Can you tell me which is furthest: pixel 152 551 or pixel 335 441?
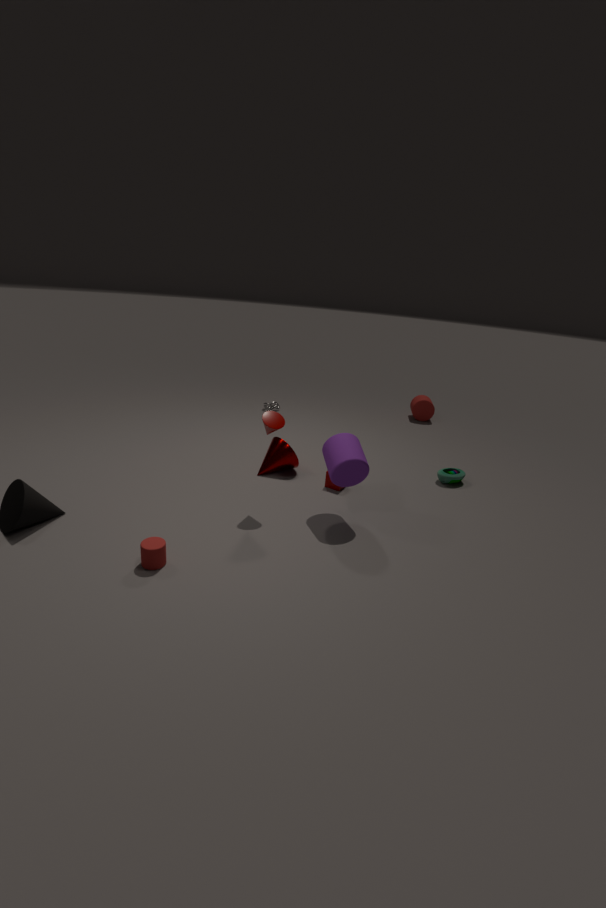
pixel 335 441
